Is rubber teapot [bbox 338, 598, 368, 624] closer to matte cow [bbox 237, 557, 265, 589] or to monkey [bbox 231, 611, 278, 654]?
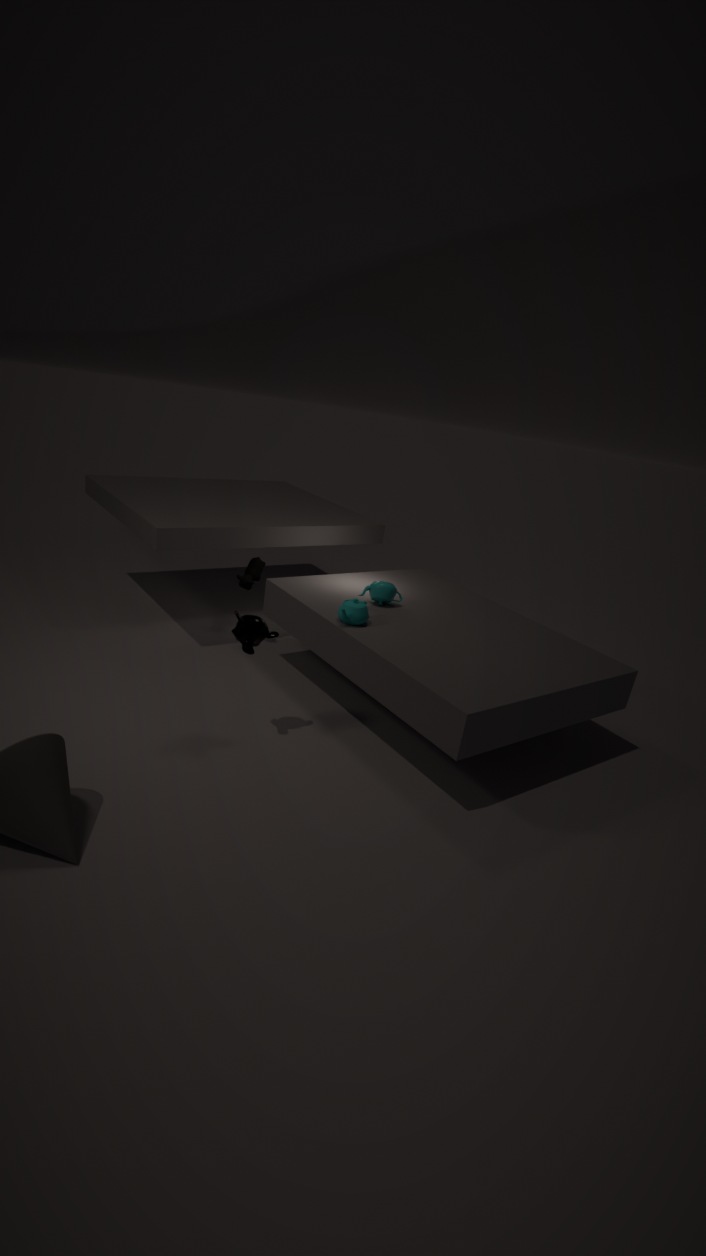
monkey [bbox 231, 611, 278, 654]
